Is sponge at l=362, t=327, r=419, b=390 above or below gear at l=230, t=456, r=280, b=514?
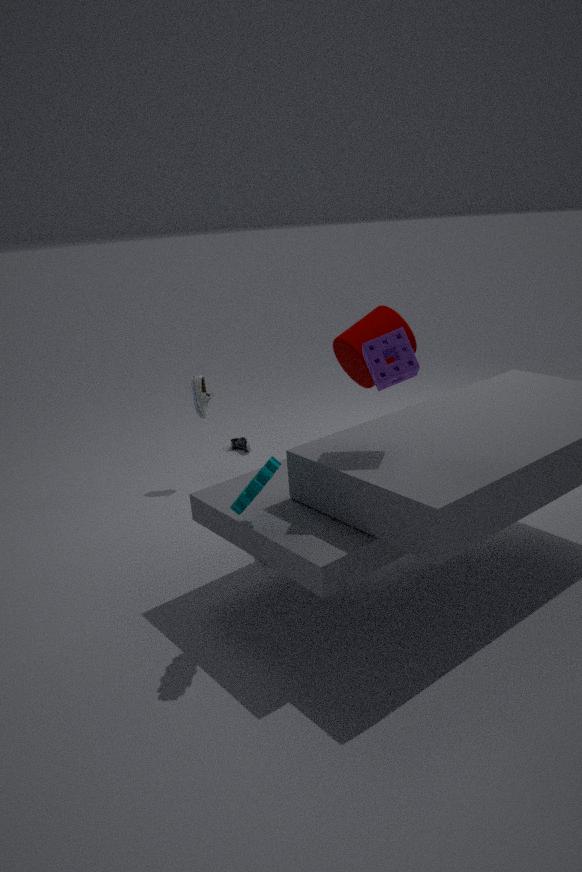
above
